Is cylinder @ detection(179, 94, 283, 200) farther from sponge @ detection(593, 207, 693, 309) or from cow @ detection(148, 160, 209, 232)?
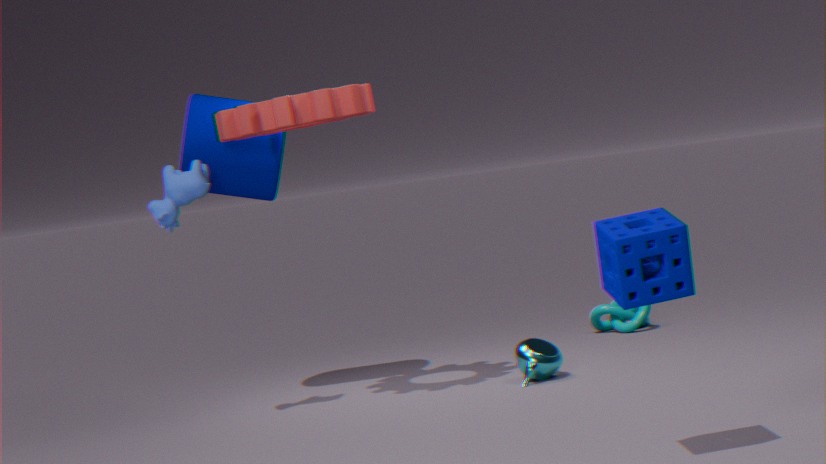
sponge @ detection(593, 207, 693, 309)
